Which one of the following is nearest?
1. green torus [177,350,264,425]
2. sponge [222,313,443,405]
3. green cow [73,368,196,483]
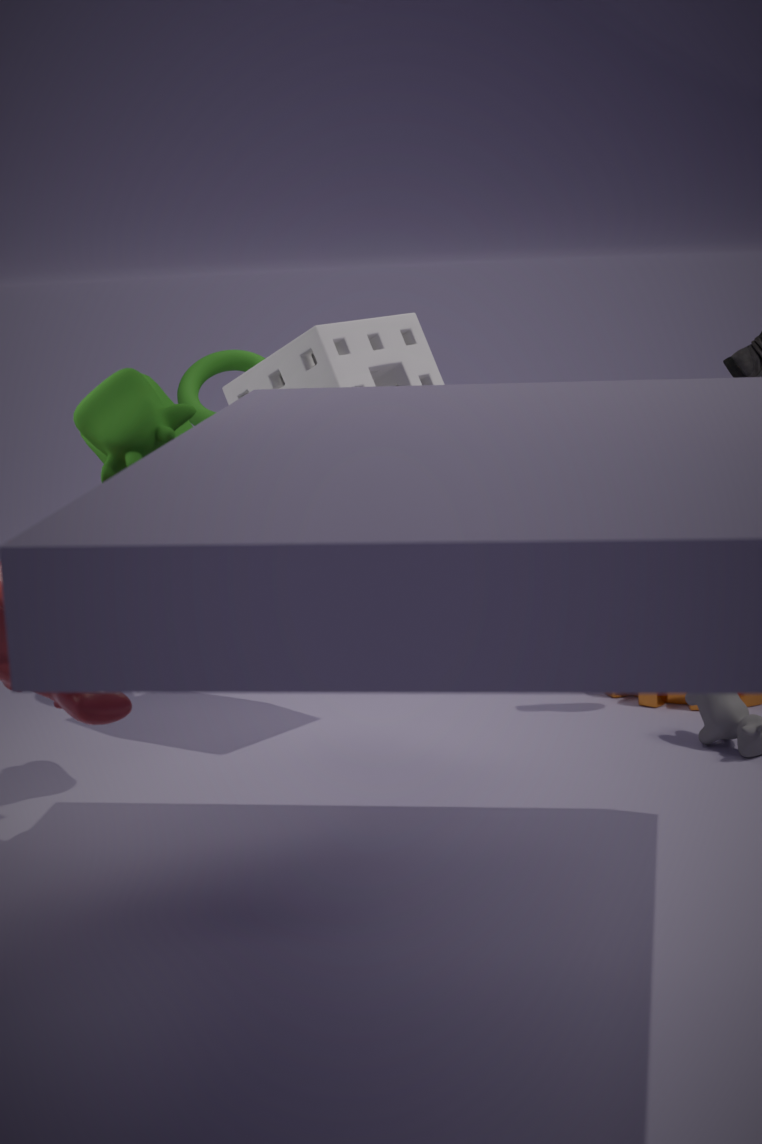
green cow [73,368,196,483]
